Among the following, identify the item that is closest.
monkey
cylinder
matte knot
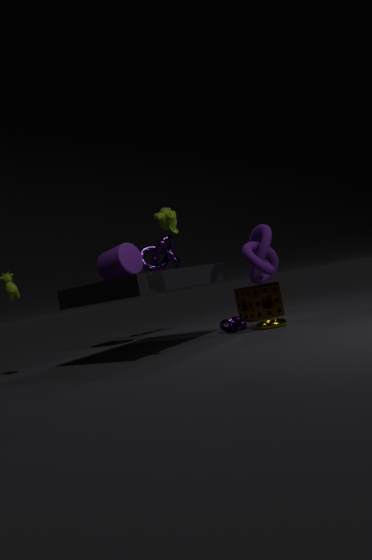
monkey
